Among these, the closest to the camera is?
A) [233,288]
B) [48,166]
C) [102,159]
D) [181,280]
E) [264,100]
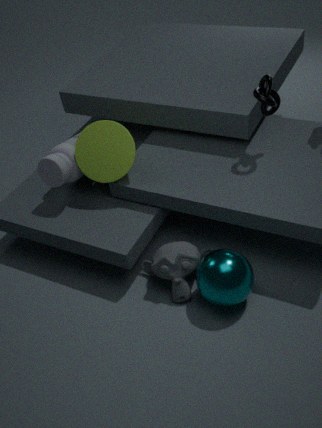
[233,288]
